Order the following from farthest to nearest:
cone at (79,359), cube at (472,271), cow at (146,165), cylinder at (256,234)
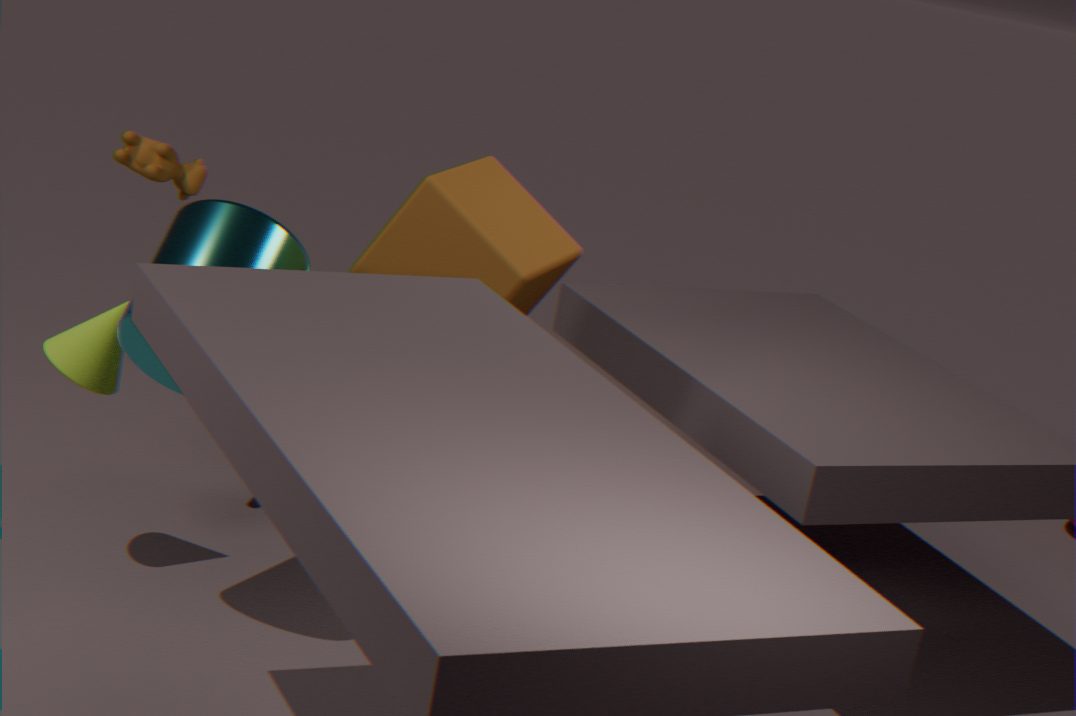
cow at (146,165)
cone at (79,359)
cube at (472,271)
cylinder at (256,234)
